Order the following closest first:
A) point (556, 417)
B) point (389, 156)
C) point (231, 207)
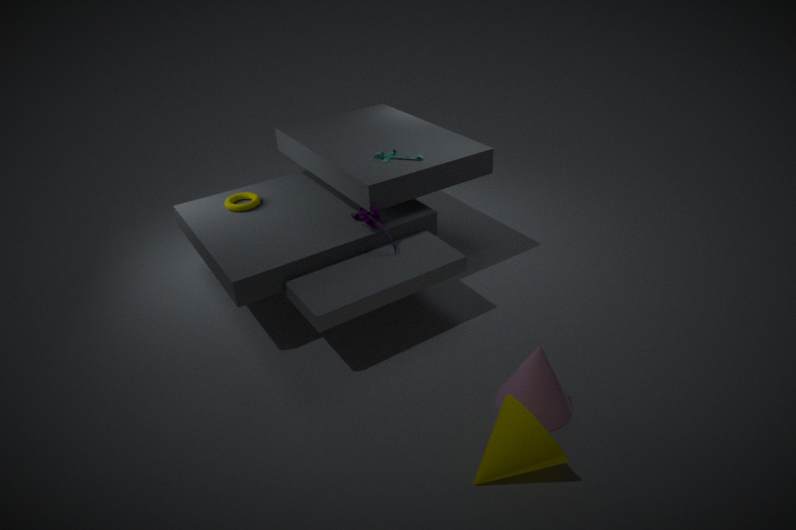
1. point (556, 417)
2. point (389, 156)
3. point (231, 207)
